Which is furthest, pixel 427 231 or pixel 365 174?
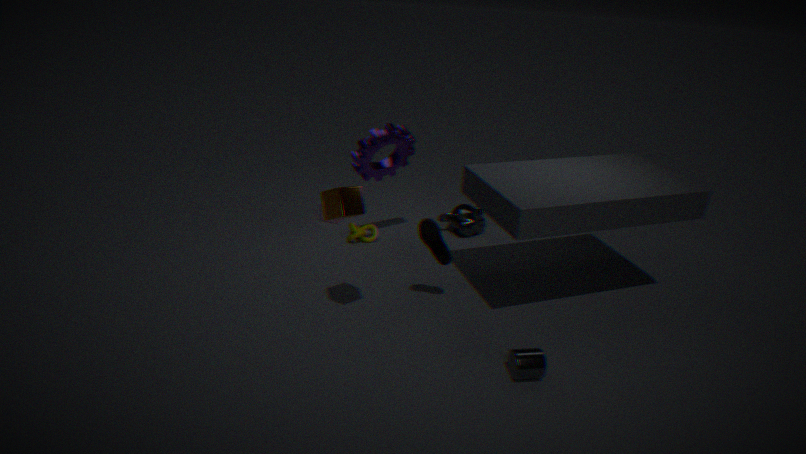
pixel 365 174
